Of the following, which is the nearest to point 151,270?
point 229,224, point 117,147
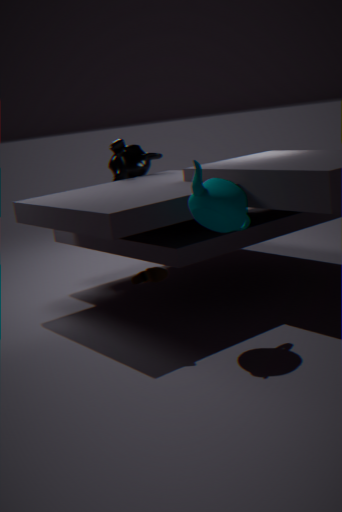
point 229,224
